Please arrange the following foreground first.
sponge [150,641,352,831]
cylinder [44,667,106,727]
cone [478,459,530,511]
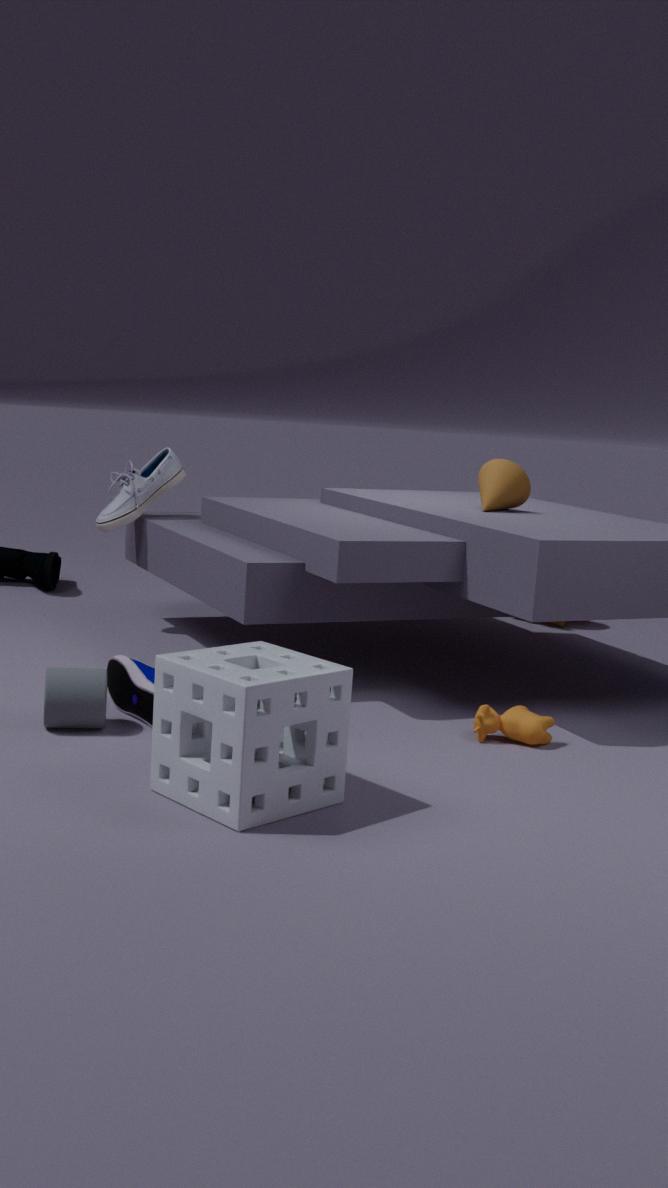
sponge [150,641,352,831], cylinder [44,667,106,727], cone [478,459,530,511]
